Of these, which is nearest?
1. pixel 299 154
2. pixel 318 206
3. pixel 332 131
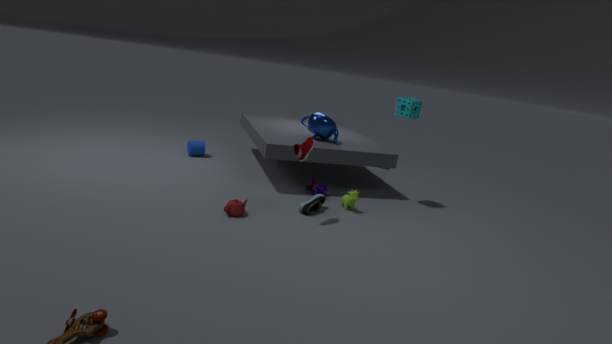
pixel 299 154
